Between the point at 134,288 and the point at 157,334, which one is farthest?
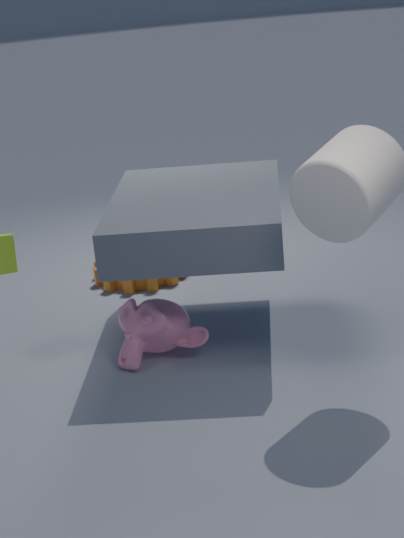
the point at 134,288
